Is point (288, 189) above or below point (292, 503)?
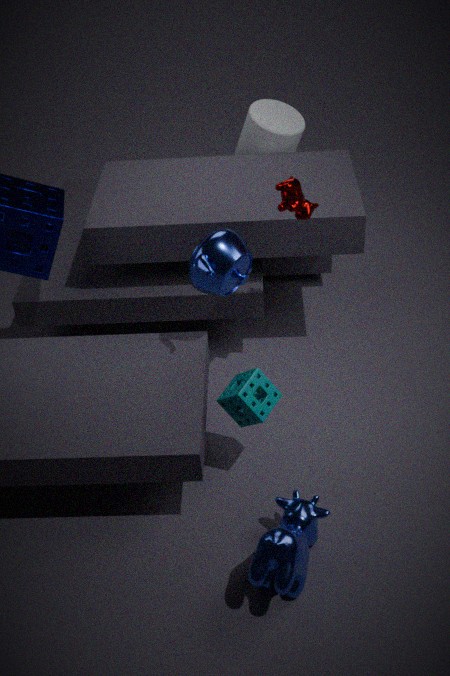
above
